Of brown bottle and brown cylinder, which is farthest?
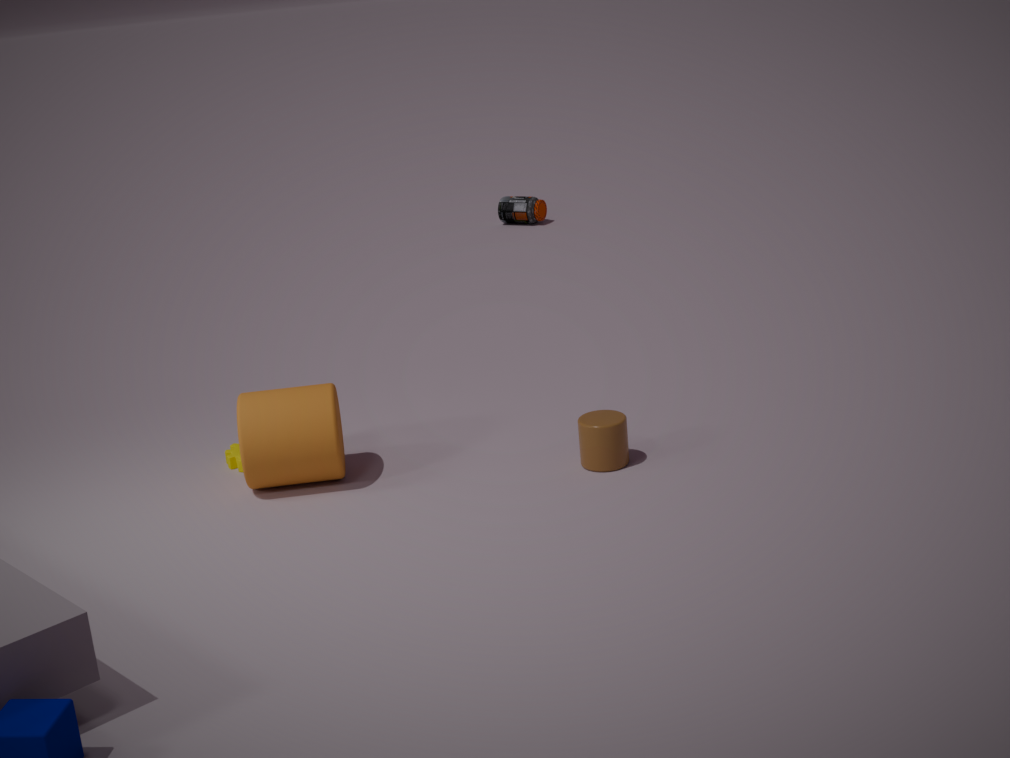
brown bottle
